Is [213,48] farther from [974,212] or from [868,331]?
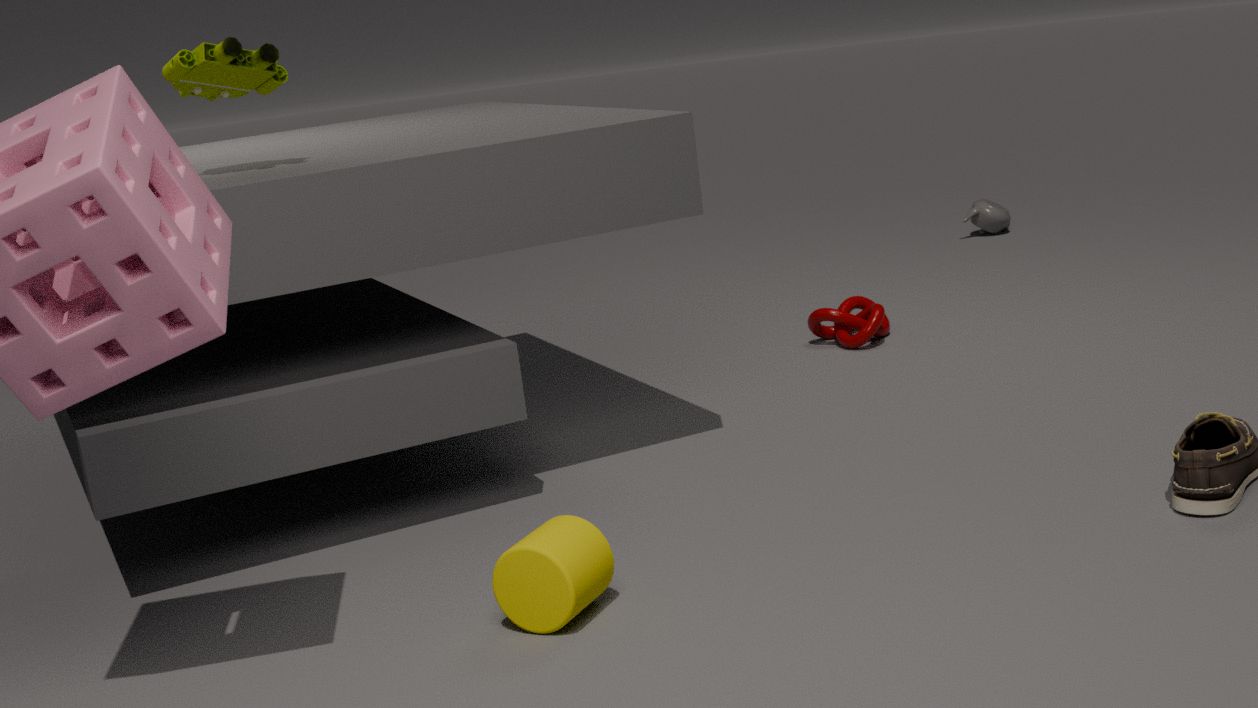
[974,212]
